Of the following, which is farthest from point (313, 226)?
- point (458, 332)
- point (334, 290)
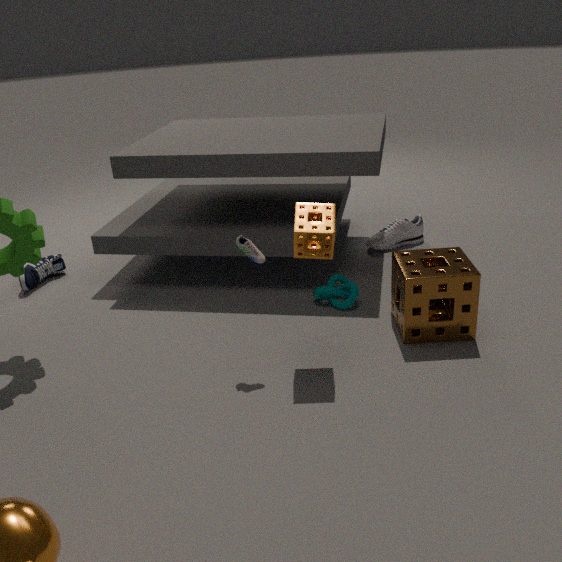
point (334, 290)
